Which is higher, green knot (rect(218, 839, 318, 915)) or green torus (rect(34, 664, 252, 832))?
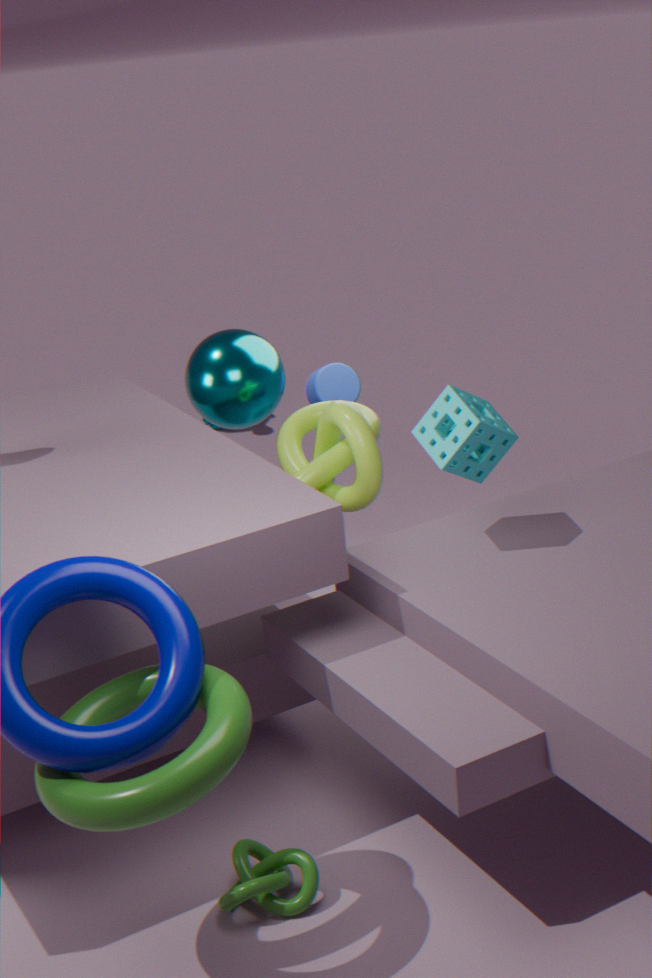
green torus (rect(34, 664, 252, 832))
